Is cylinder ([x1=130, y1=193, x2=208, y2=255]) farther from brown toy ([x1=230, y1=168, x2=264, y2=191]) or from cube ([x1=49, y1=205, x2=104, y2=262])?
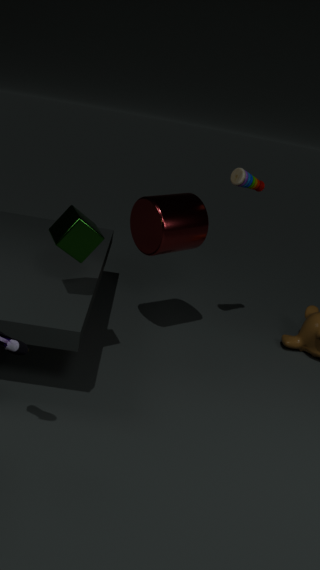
cube ([x1=49, y1=205, x2=104, y2=262])
